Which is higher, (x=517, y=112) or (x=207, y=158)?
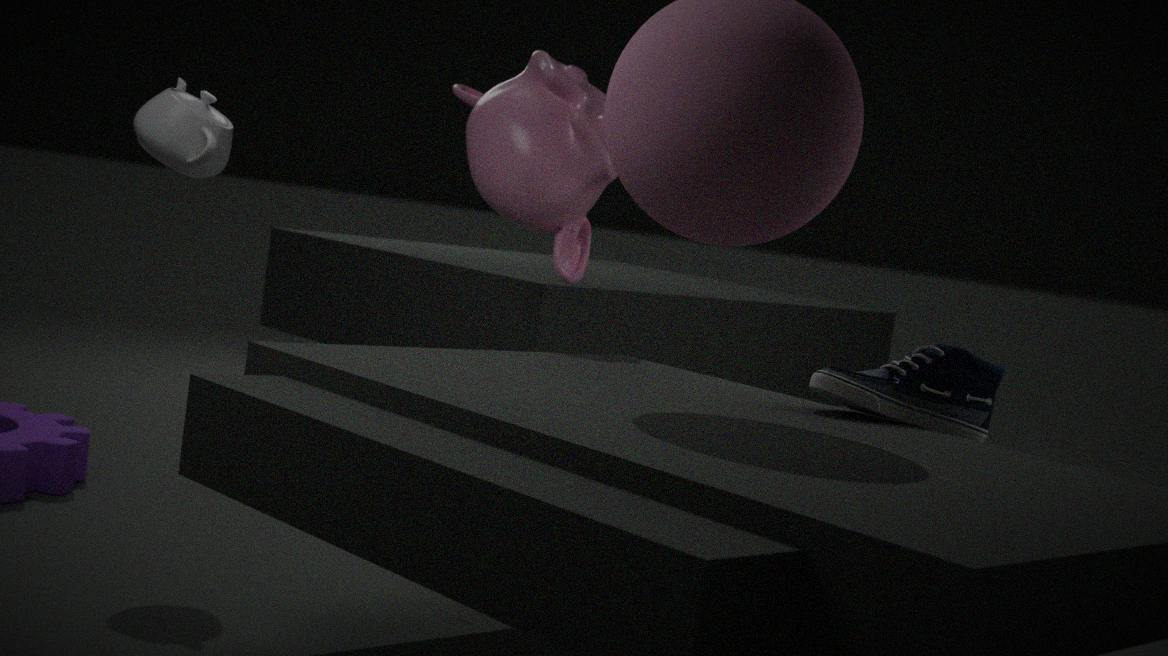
(x=517, y=112)
